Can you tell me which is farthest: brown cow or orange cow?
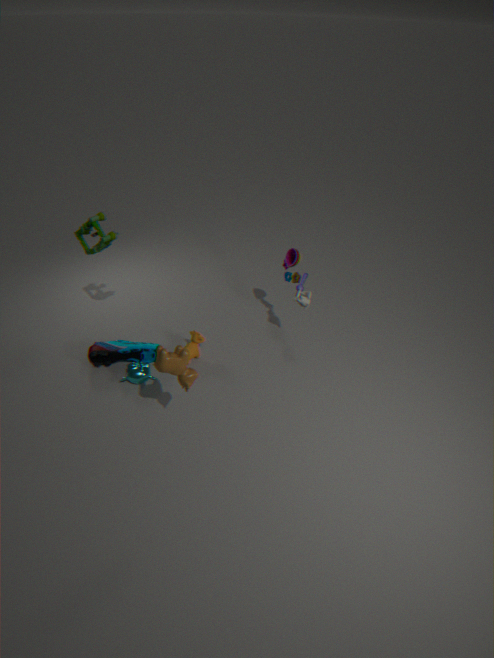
orange cow
